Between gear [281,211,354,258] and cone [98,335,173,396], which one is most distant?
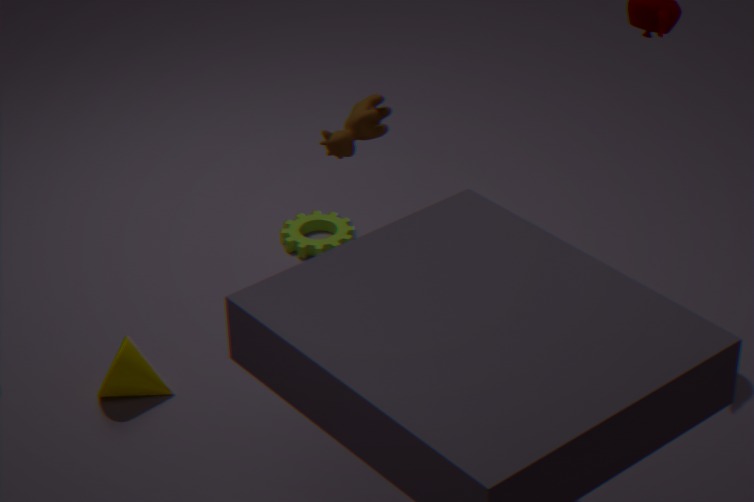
gear [281,211,354,258]
